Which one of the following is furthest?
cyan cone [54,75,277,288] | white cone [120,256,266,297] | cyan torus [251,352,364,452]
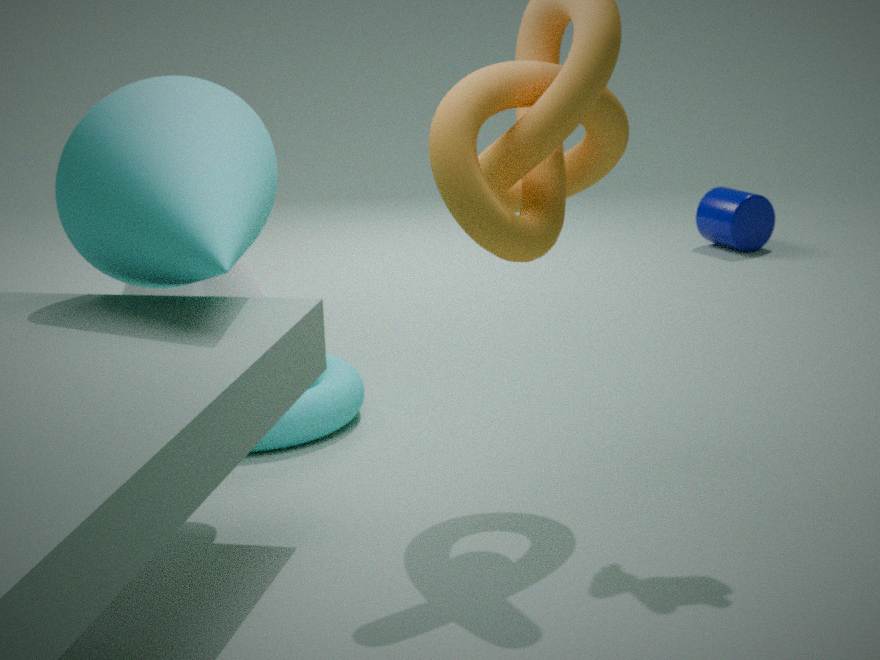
white cone [120,256,266,297]
